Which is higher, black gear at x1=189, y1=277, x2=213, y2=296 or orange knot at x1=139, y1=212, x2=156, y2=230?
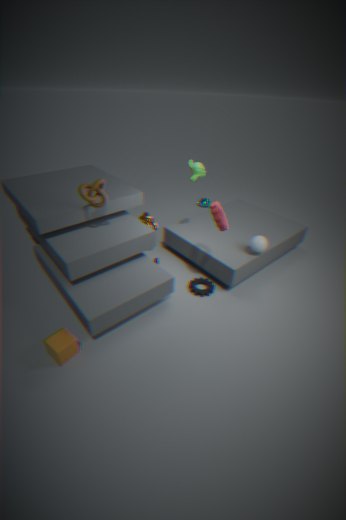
orange knot at x1=139, y1=212, x2=156, y2=230
